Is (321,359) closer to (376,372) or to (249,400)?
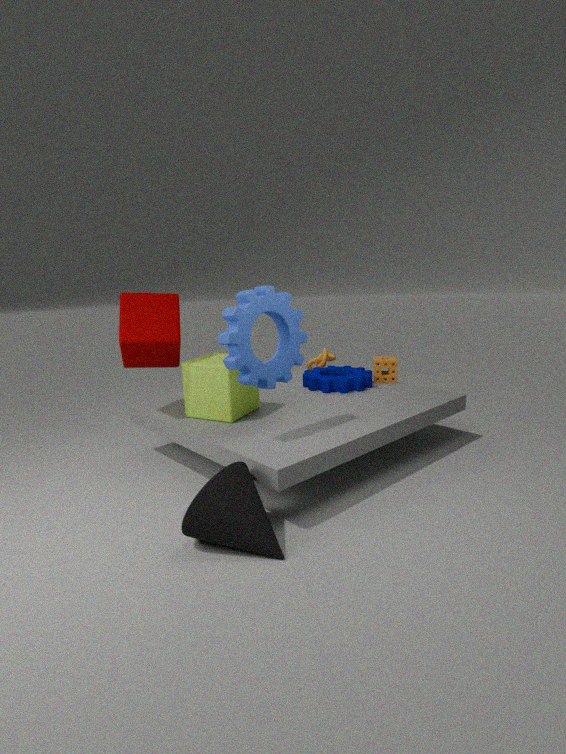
(376,372)
